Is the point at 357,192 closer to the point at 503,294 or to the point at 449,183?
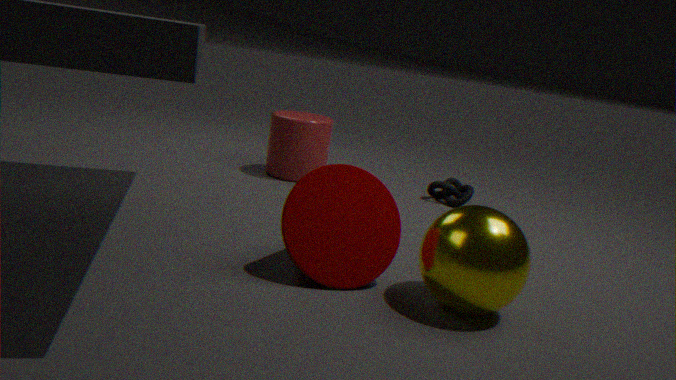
the point at 503,294
